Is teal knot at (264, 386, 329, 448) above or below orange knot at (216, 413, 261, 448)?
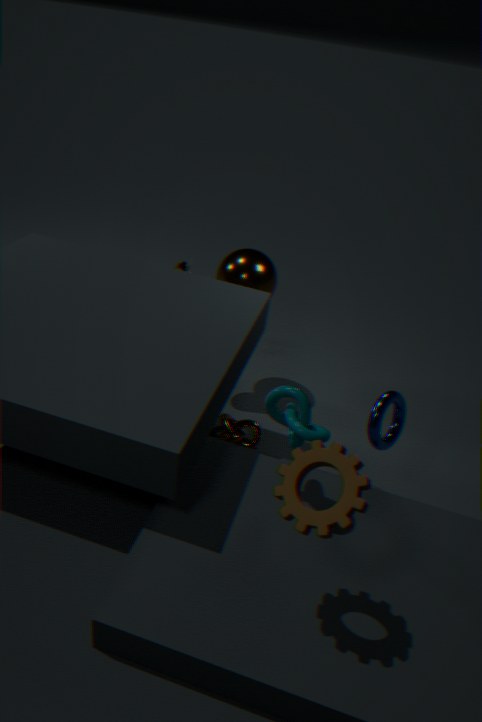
above
